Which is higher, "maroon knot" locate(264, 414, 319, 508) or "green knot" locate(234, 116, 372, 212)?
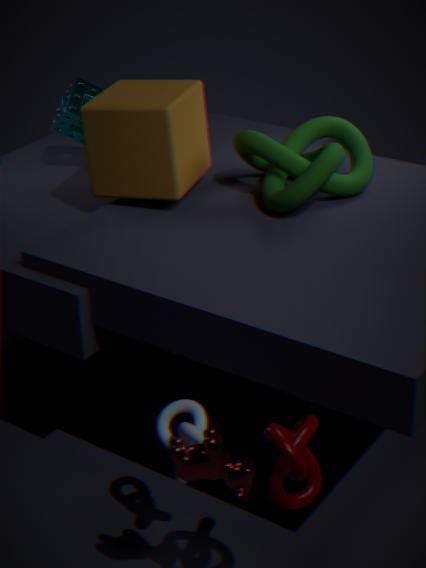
"green knot" locate(234, 116, 372, 212)
